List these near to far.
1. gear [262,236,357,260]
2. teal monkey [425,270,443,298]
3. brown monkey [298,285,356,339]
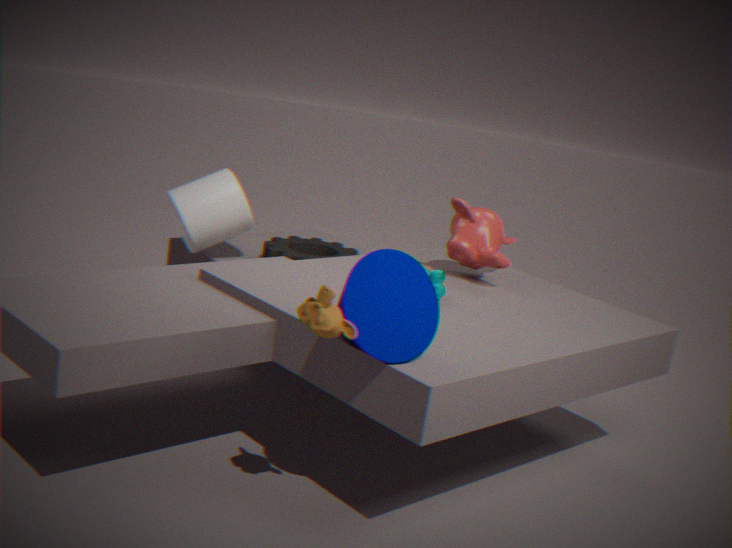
1. brown monkey [298,285,356,339]
2. teal monkey [425,270,443,298]
3. gear [262,236,357,260]
